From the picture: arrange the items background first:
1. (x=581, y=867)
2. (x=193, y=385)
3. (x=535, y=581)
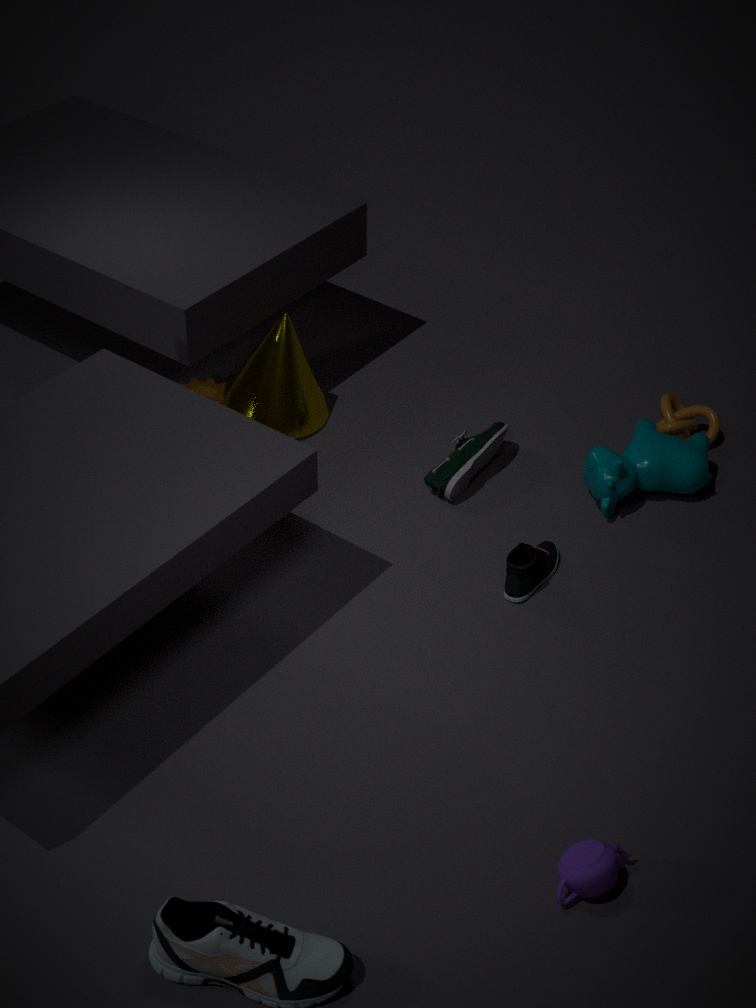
1. (x=193, y=385)
2. (x=535, y=581)
3. (x=581, y=867)
